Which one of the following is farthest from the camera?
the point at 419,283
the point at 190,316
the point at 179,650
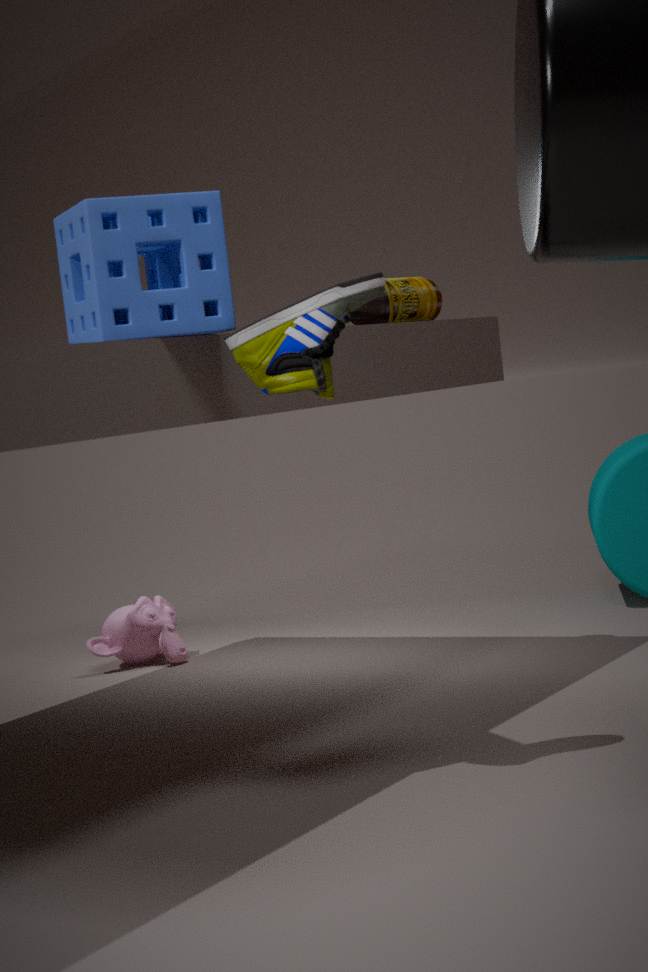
the point at 179,650
